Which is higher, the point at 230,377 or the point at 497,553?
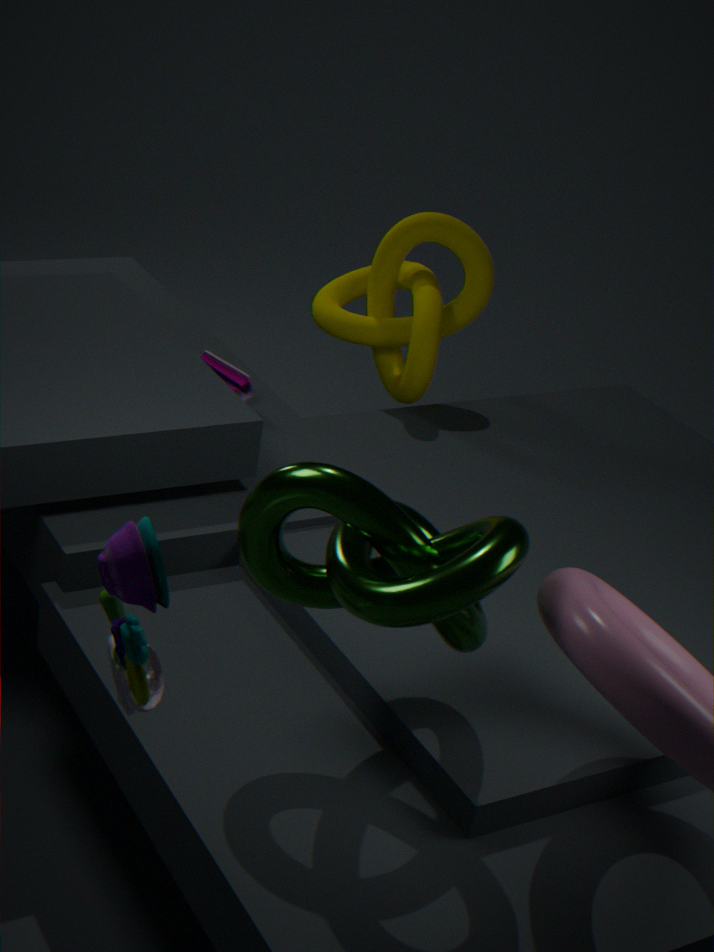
the point at 497,553
